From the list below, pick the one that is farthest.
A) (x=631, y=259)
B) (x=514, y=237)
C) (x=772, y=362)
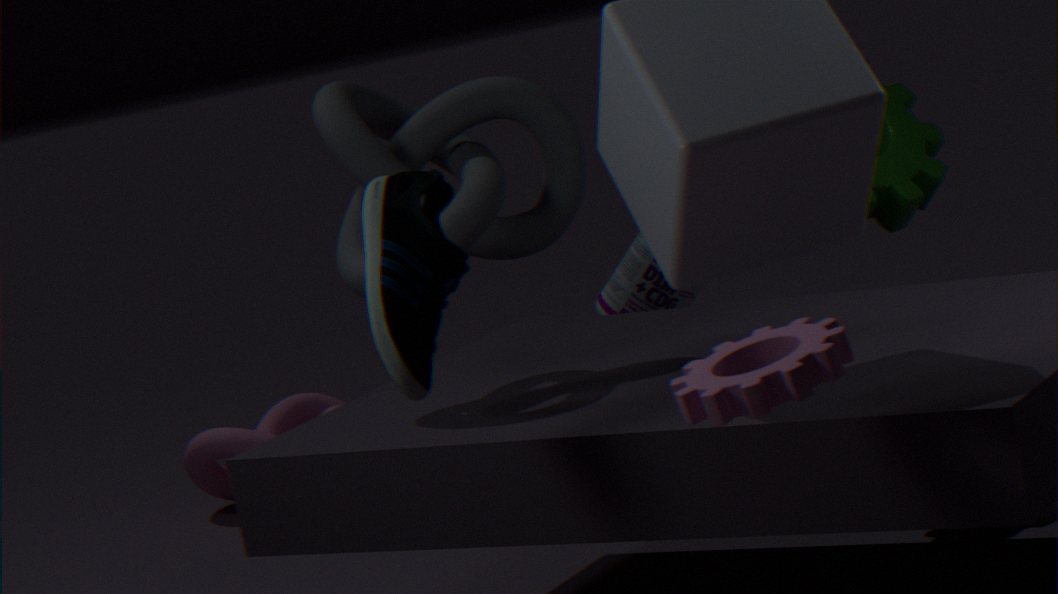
(x=631, y=259)
